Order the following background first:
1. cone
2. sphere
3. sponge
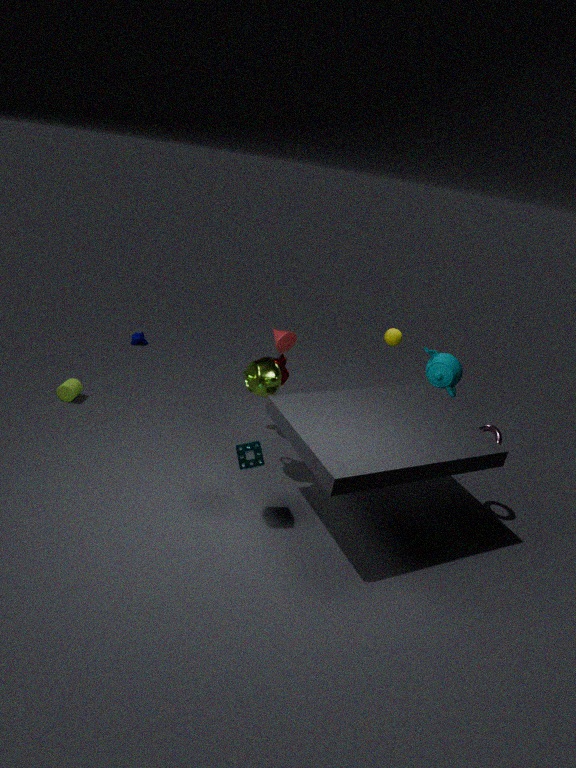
sphere, cone, sponge
